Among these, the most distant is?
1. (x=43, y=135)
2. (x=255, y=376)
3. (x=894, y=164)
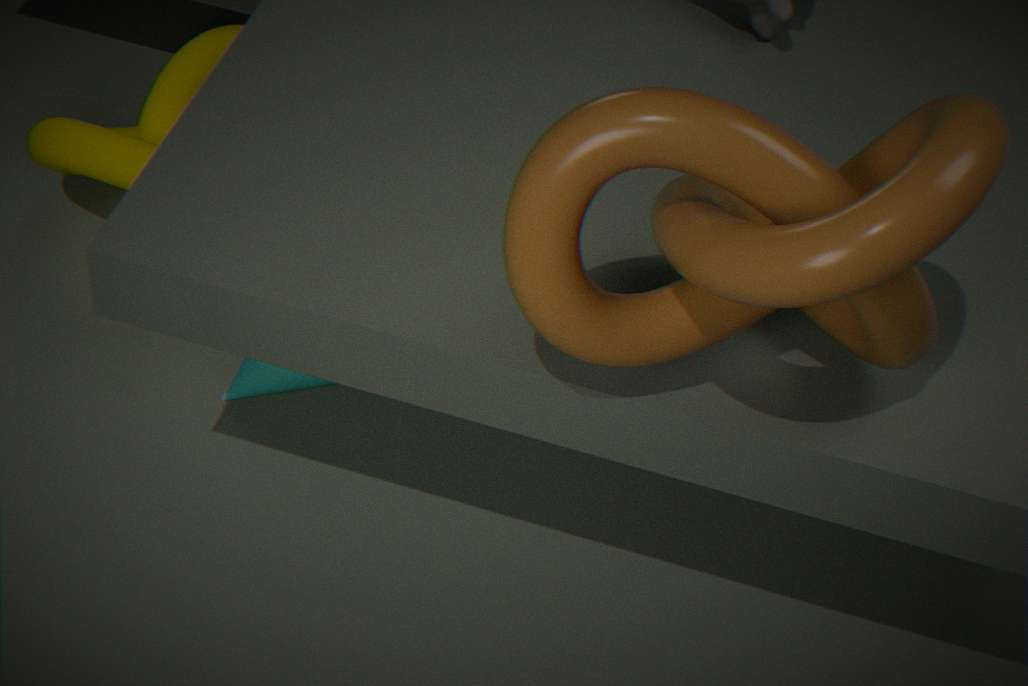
(x=43, y=135)
